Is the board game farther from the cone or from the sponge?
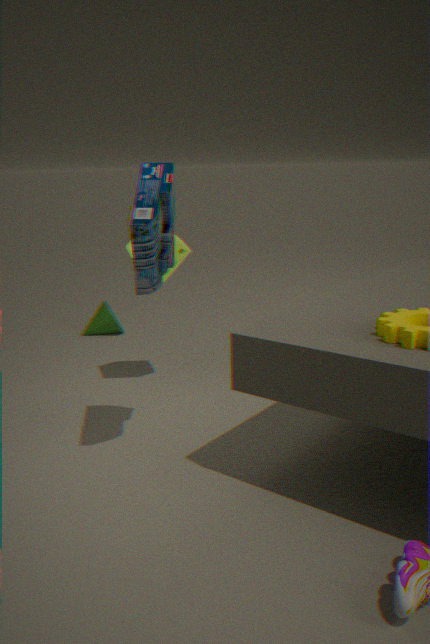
the cone
